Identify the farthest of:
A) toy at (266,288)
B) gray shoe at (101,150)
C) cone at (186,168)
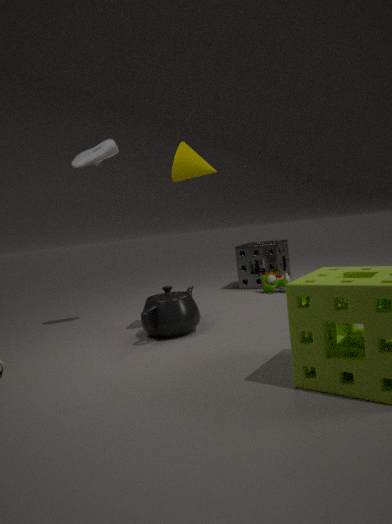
toy at (266,288)
